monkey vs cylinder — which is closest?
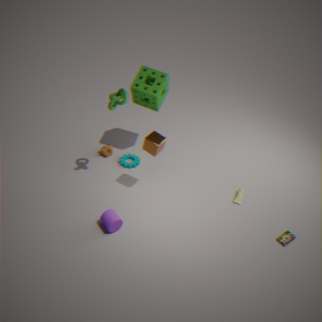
cylinder
